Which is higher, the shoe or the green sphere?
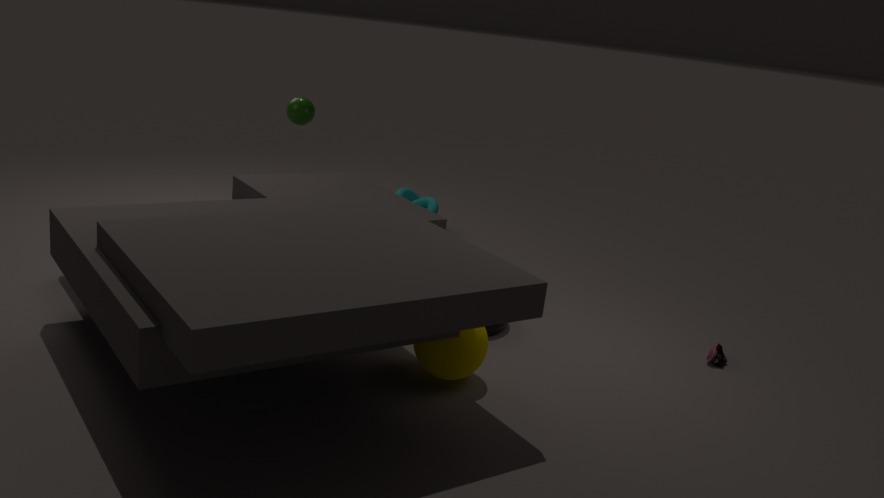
the green sphere
